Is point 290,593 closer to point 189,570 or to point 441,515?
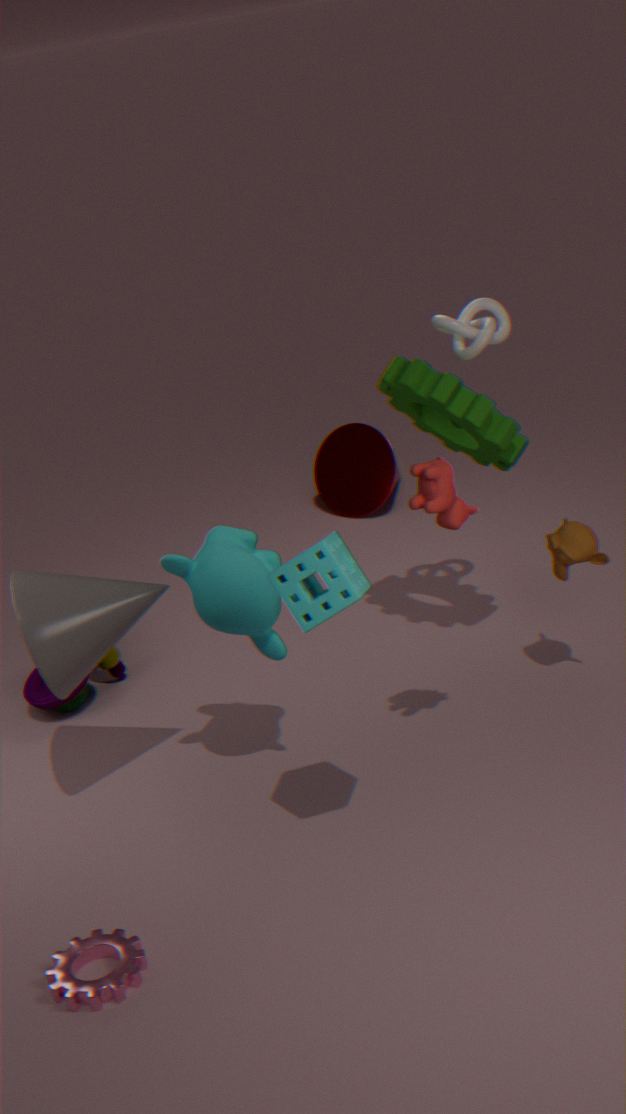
point 441,515
